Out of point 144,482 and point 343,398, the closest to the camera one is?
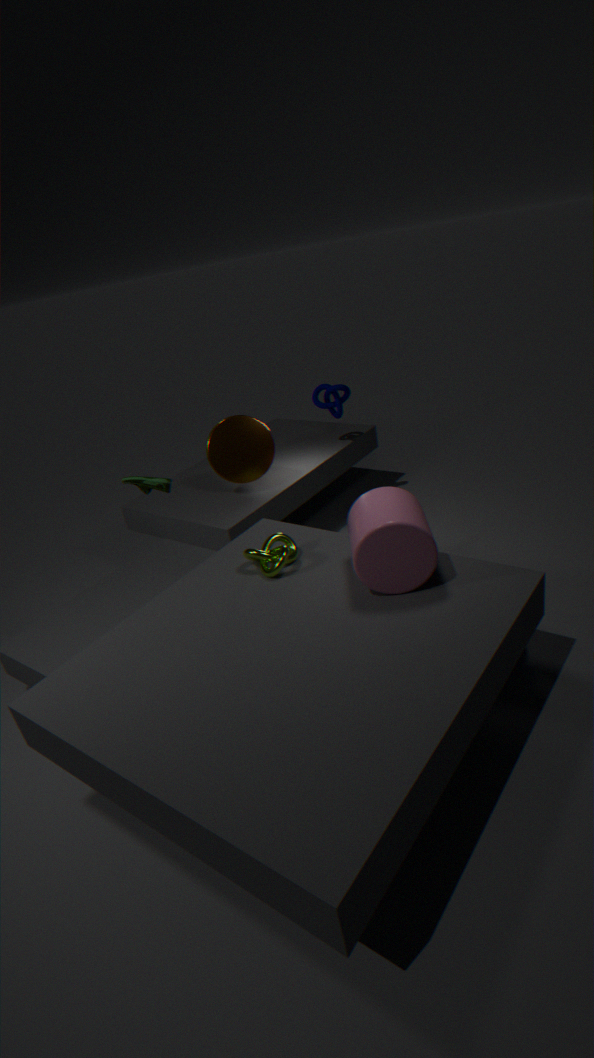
point 144,482
